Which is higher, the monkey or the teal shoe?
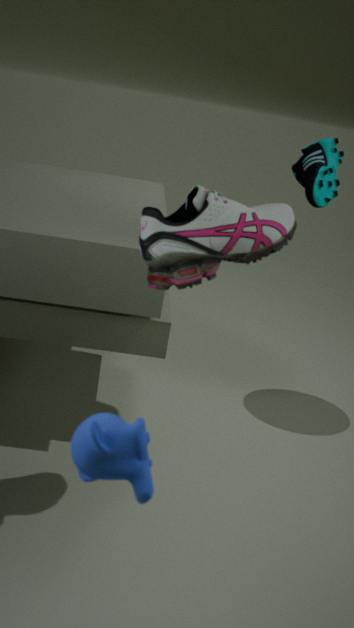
the teal shoe
